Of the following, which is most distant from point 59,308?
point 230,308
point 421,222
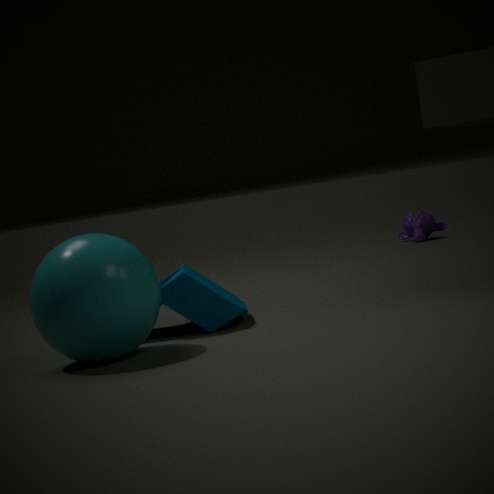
point 421,222
